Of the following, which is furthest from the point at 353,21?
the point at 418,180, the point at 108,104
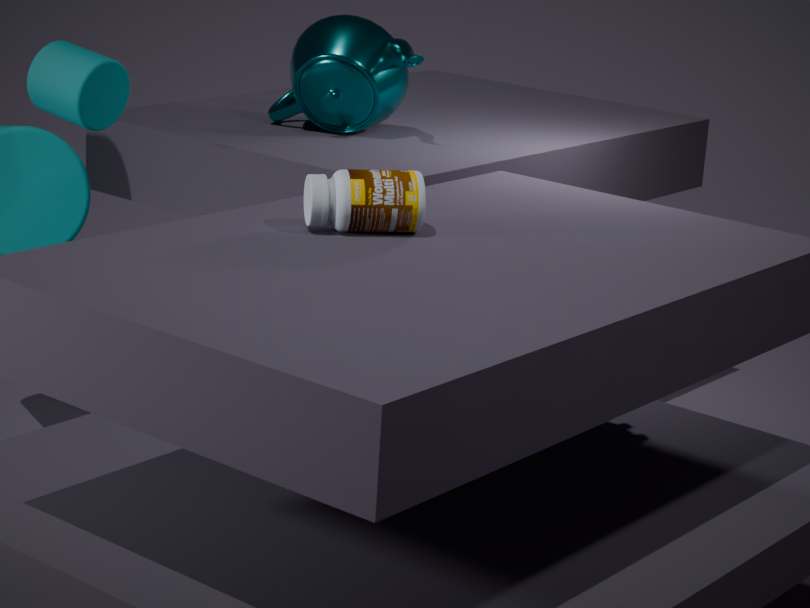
the point at 418,180
